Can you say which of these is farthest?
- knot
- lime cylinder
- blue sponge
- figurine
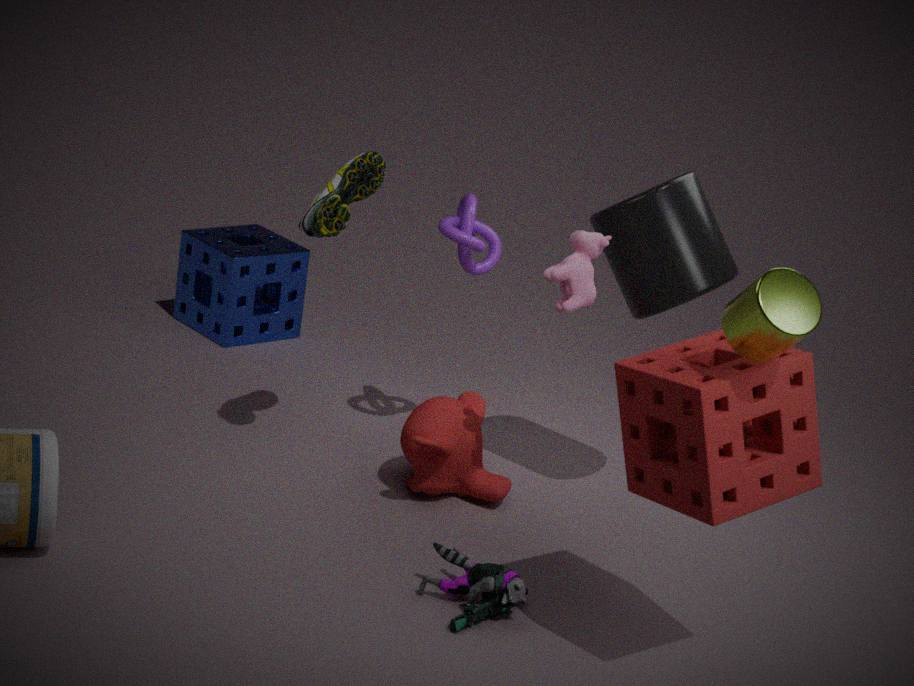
blue sponge
